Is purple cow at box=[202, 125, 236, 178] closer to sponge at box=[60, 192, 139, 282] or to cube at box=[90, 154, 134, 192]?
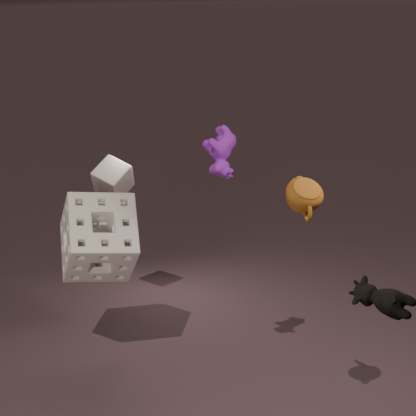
sponge at box=[60, 192, 139, 282]
